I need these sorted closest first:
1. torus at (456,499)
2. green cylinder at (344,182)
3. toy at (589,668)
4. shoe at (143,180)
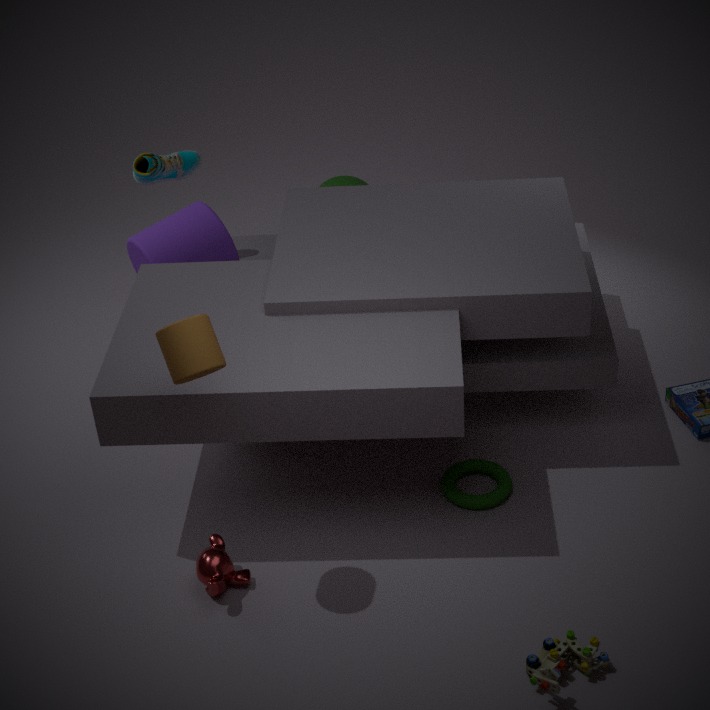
toy at (589,668), torus at (456,499), shoe at (143,180), green cylinder at (344,182)
